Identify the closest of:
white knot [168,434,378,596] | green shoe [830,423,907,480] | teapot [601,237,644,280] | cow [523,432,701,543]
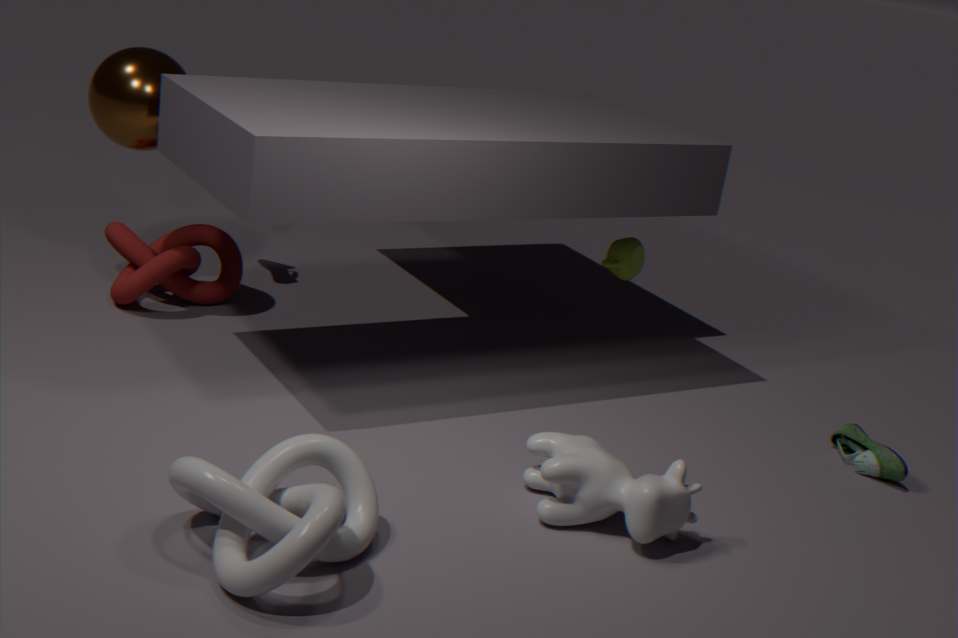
white knot [168,434,378,596]
